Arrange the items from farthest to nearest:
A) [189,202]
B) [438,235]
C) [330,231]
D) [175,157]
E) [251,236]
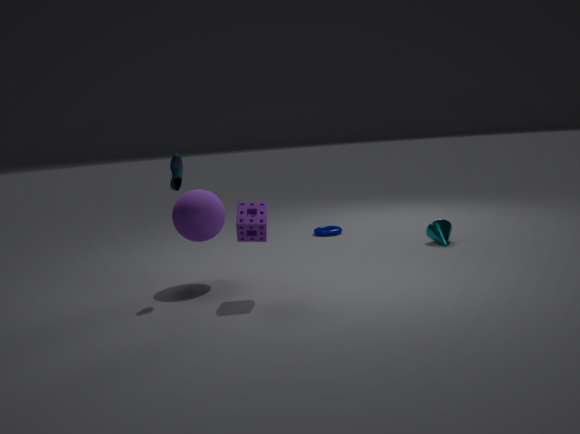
C. [330,231]
B. [438,235]
A. [189,202]
D. [175,157]
E. [251,236]
